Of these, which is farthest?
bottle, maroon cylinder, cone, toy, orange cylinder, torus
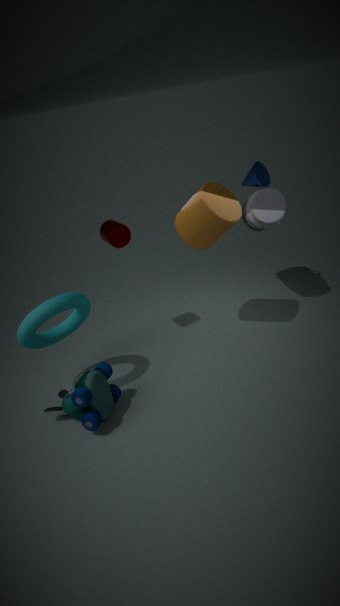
cone
